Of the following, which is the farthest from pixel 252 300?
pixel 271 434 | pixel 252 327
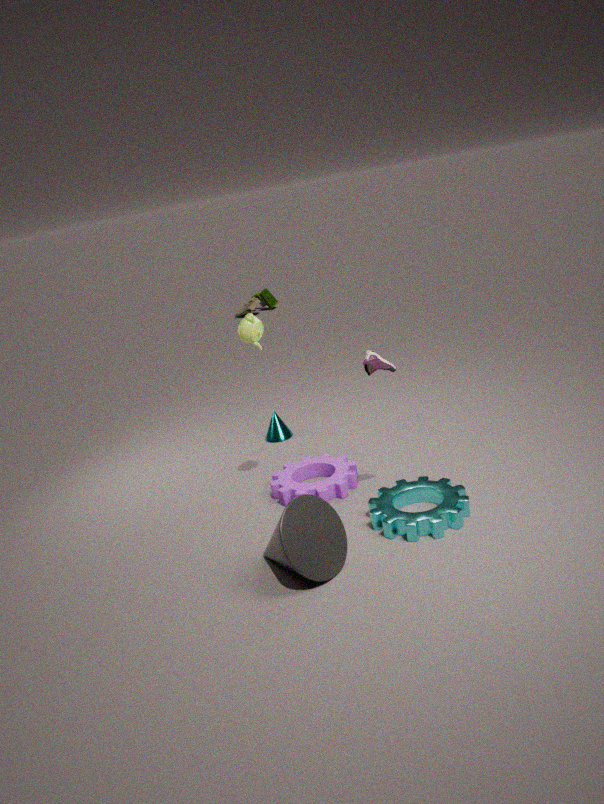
pixel 252 327
